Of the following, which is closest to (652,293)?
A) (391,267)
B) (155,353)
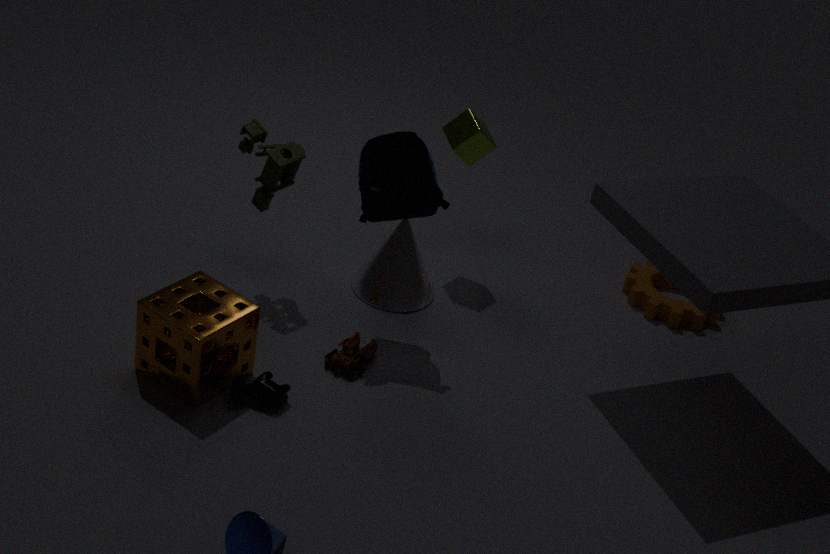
(391,267)
